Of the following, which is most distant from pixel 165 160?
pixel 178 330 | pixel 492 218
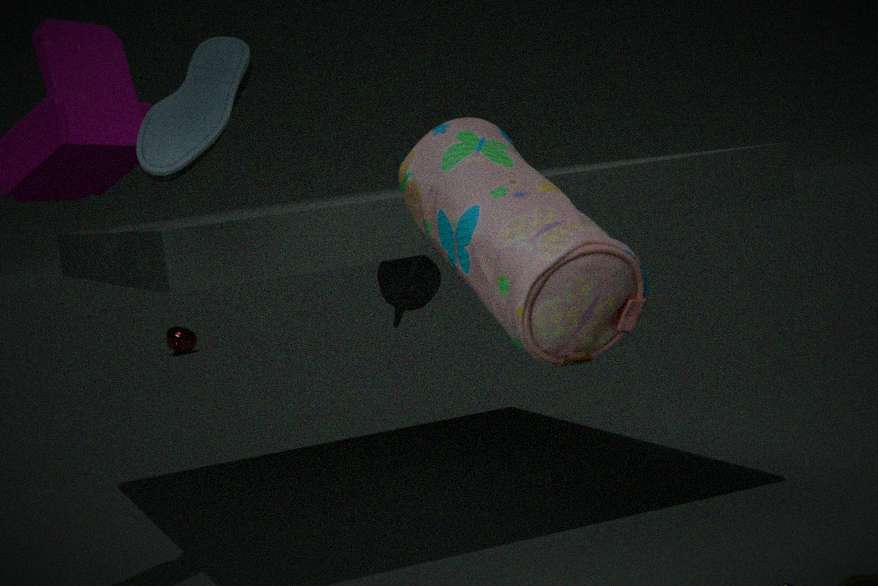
pixel 178 330
